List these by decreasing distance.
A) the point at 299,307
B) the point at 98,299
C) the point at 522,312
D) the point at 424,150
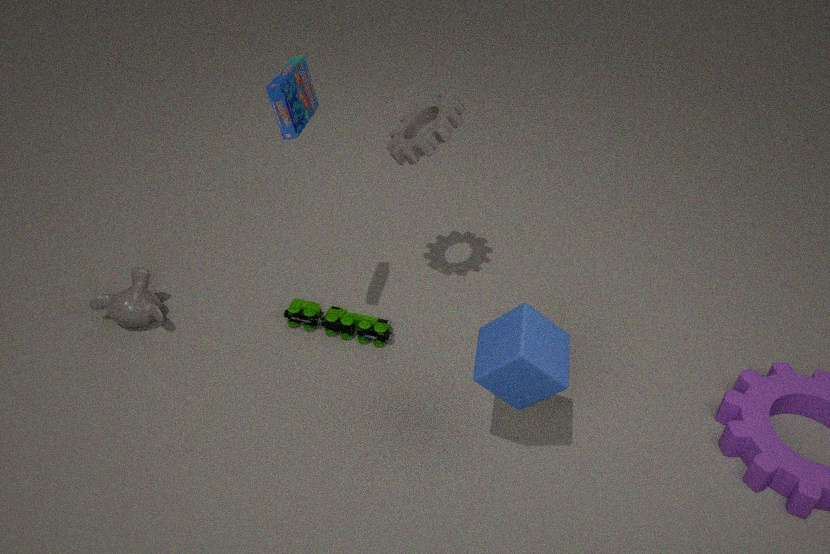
1. the point at 299,307
2. the point at 98,299
3. the point at 424,150
4. the point at 522,312
